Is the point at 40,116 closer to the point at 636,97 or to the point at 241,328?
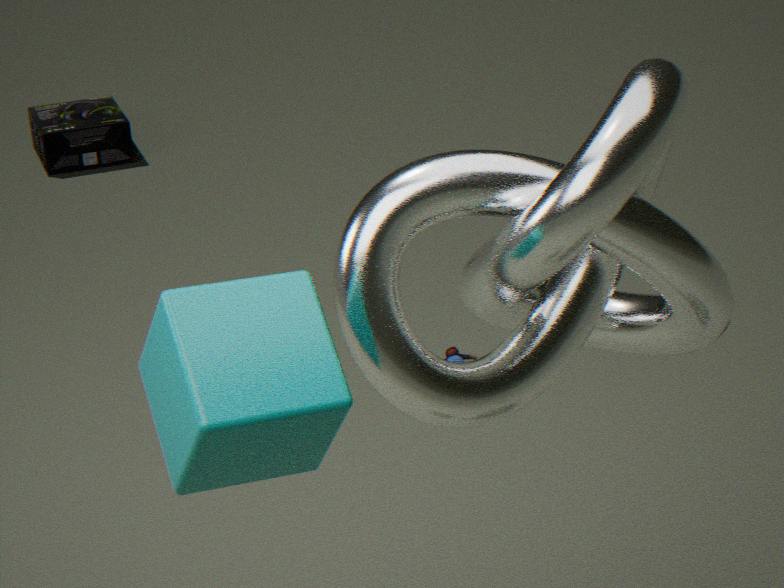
the point at 636,97
